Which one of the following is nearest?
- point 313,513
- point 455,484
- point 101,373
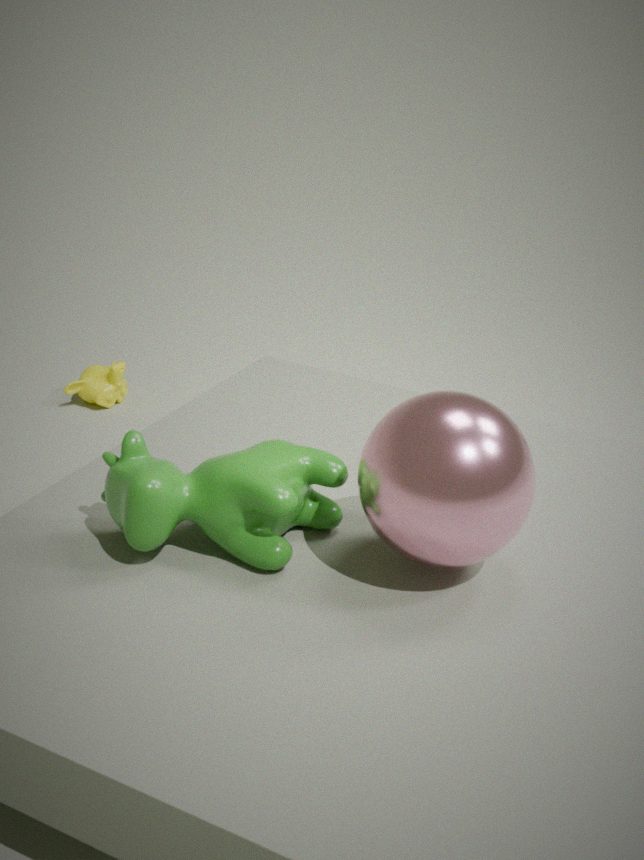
point 455,484
